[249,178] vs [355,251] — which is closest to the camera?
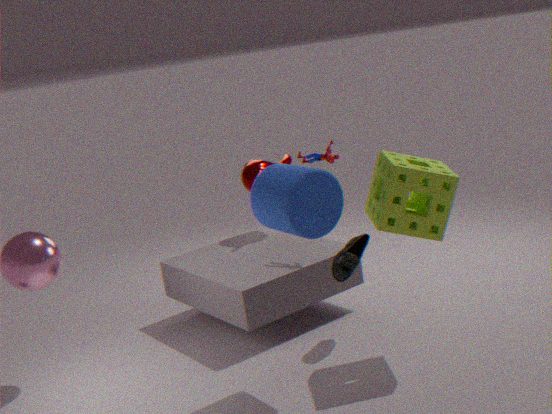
[355,251]
